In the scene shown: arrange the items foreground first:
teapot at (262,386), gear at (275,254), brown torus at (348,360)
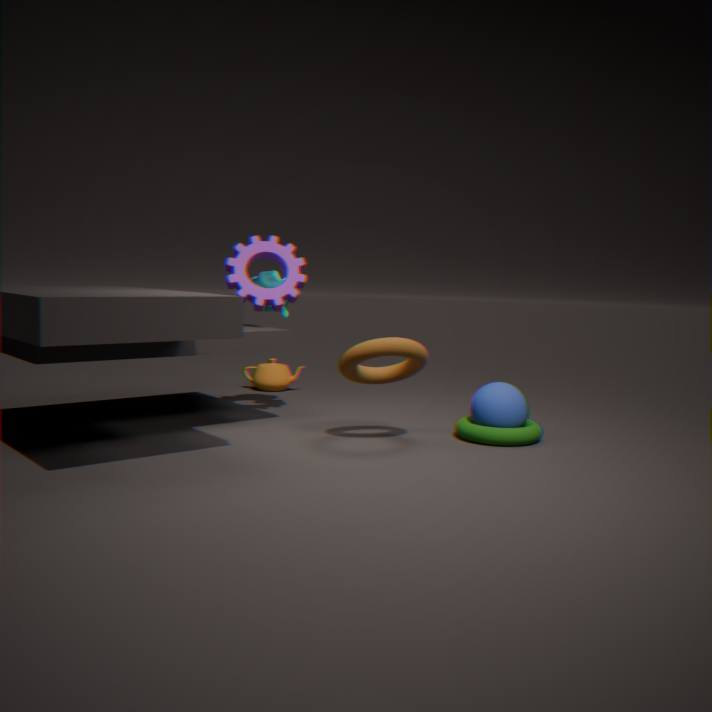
brown torus at (348,360), gear at (275,254), teapot at (262,386)
